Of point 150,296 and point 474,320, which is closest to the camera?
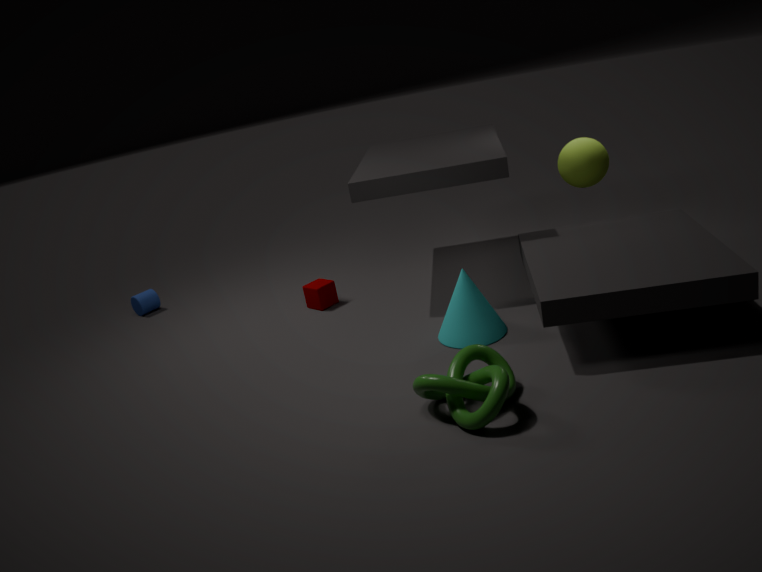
point 474,320
